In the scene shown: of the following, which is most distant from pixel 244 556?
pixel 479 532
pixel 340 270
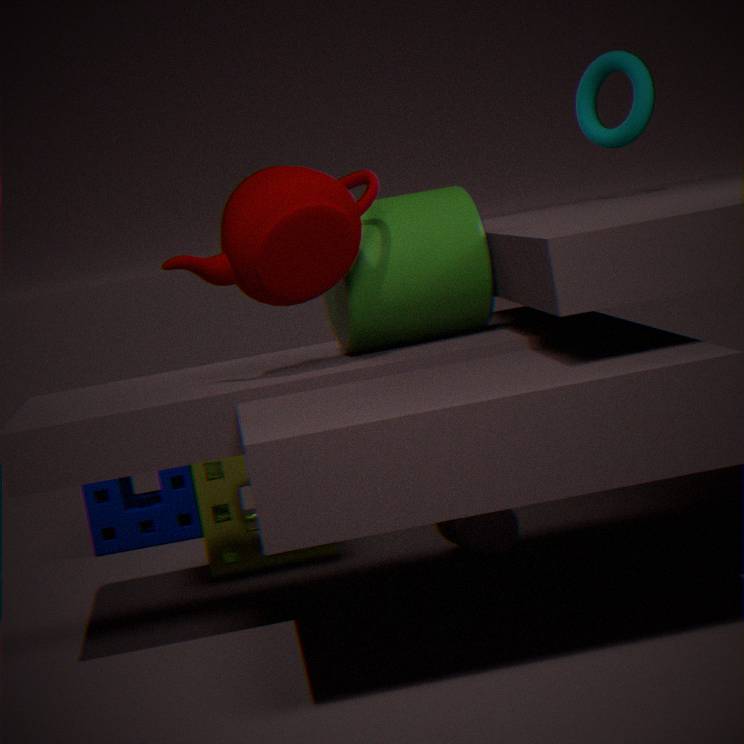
pixel 340 270
